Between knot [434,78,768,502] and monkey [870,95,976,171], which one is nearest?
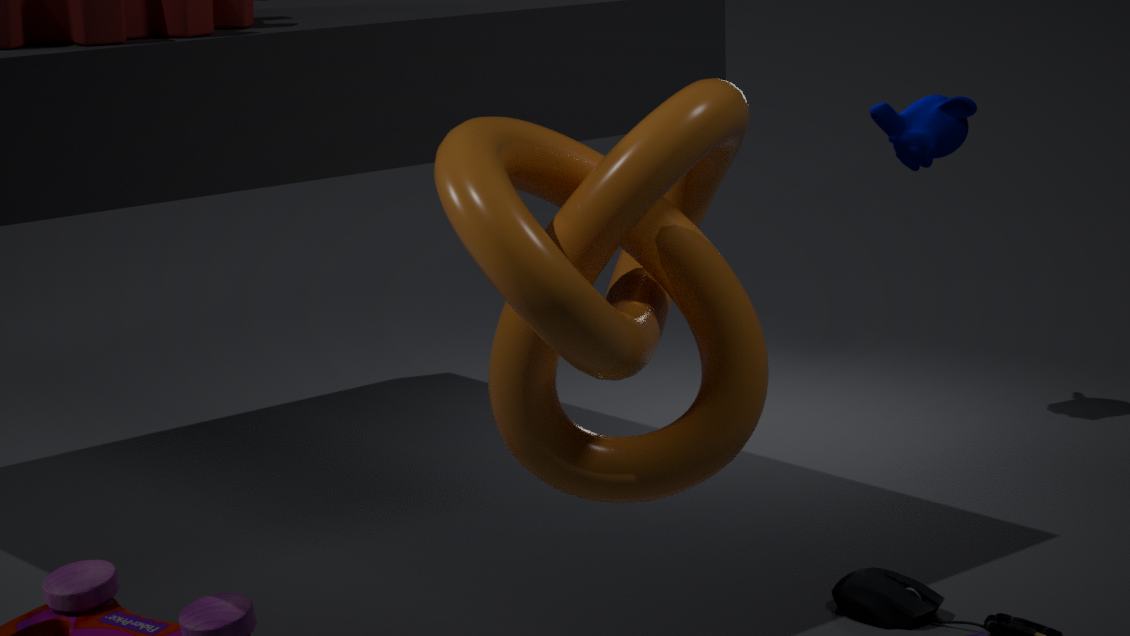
knot [434,78,768,502]
